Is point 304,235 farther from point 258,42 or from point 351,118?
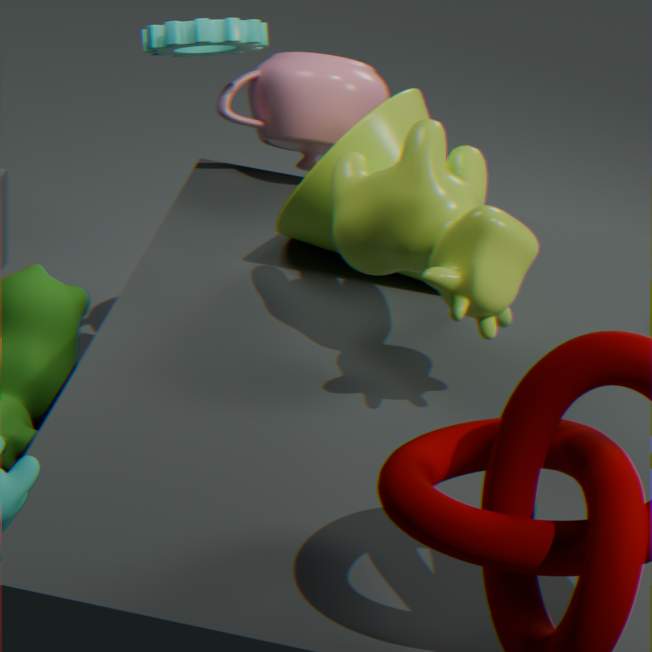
point 258,42
